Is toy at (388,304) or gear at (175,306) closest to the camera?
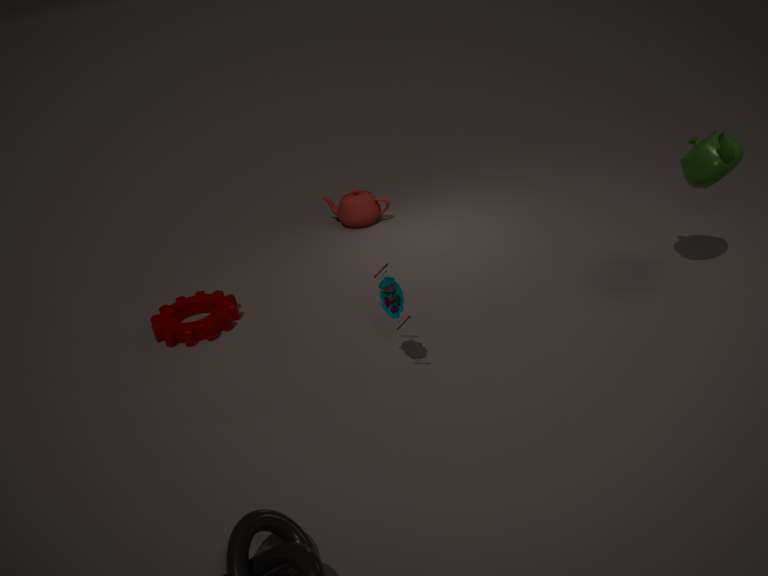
toy at (388,304)
